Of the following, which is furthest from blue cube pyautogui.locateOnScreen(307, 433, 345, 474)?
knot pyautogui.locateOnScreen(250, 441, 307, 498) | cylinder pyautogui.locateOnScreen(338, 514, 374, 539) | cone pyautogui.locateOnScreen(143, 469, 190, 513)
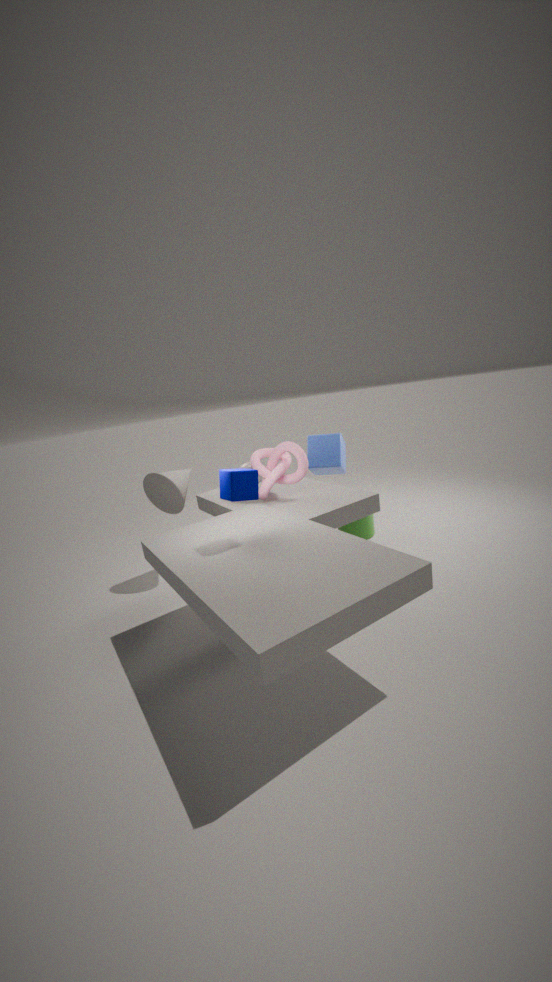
cone pyautogui.locateOnScreen(143, 469, 190, 513)
